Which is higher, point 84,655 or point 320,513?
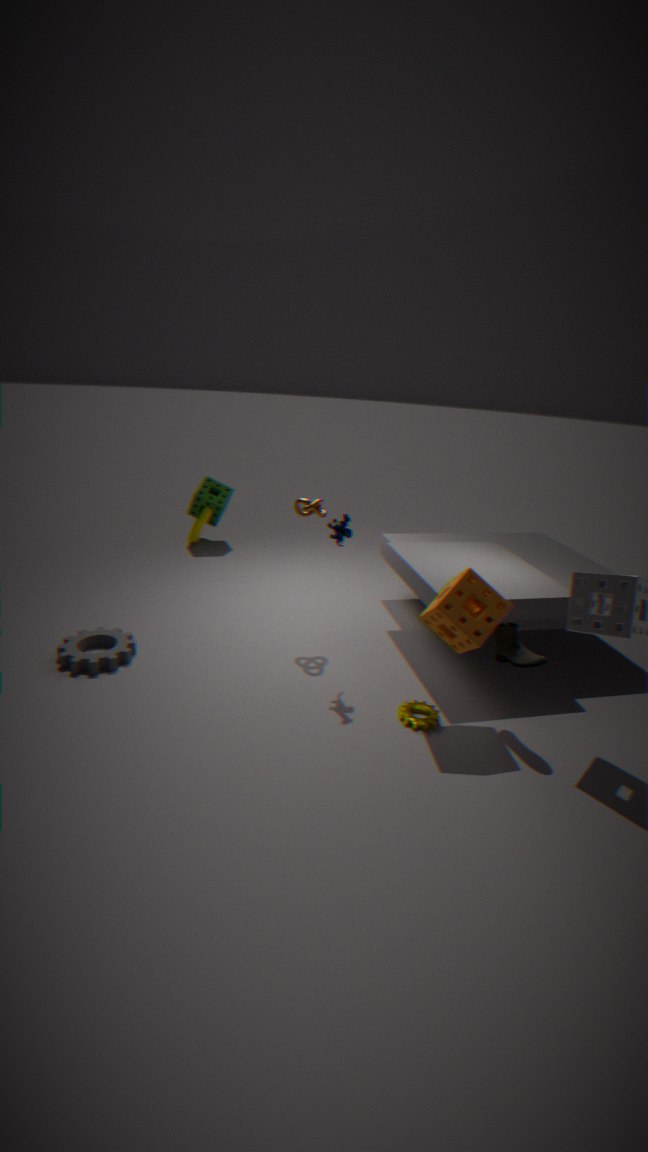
point 320,513
